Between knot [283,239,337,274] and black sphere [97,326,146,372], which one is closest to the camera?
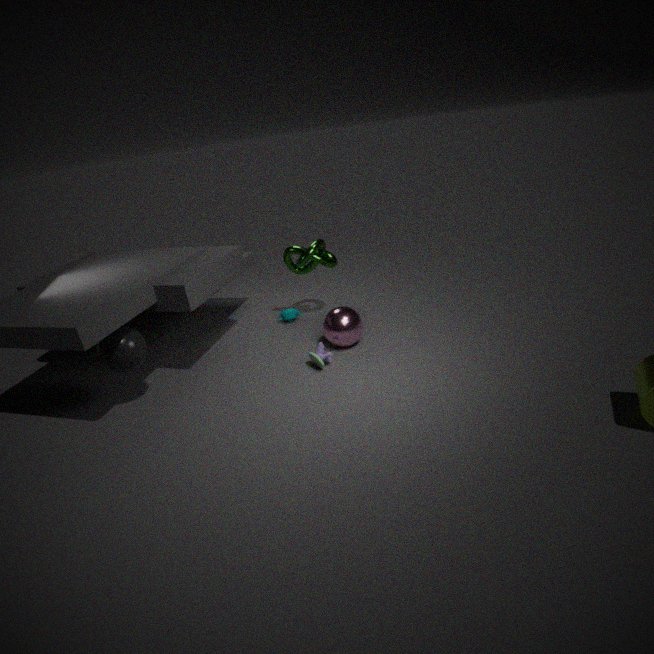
black sphere [97,326,146,372]
